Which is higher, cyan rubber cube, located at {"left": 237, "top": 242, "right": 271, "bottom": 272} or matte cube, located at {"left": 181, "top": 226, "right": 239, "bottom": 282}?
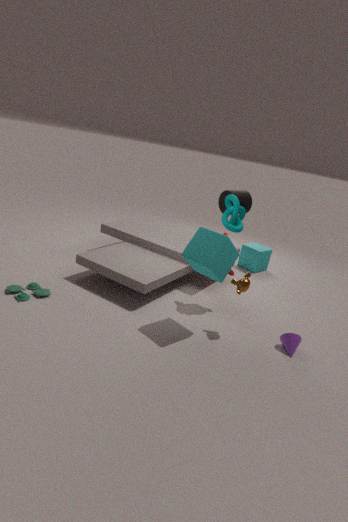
matte cube, located at {"left": 181, "top": 226, "right": 239, "bottom": 282}
